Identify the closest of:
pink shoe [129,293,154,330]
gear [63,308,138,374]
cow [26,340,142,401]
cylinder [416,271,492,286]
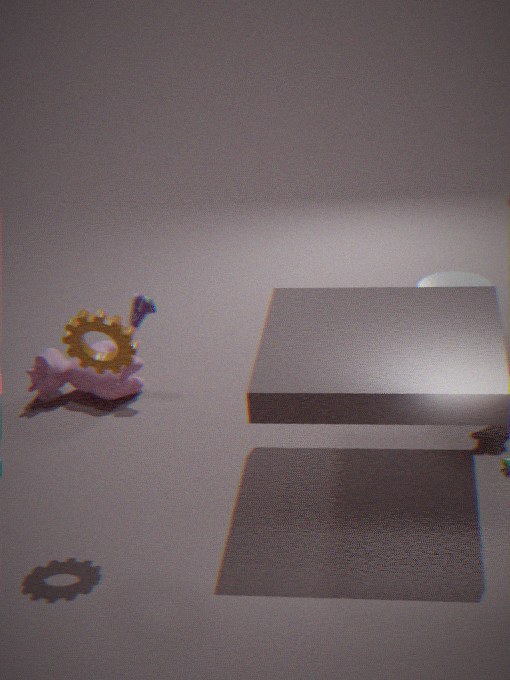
gear [63,308,138,374]
